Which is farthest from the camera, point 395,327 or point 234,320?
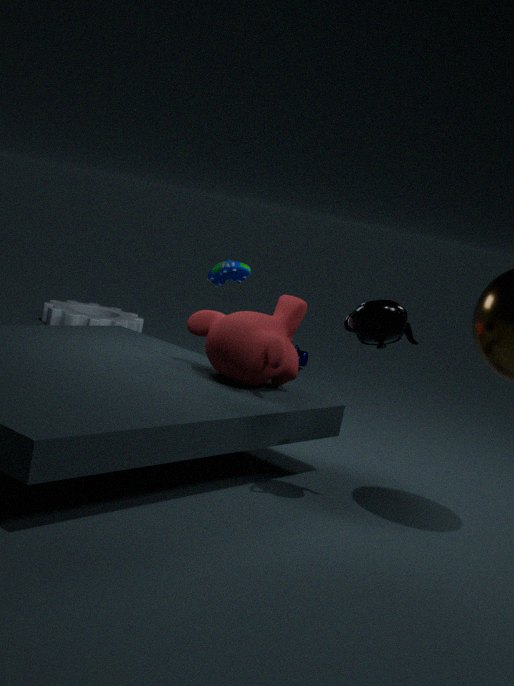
point 234,320
